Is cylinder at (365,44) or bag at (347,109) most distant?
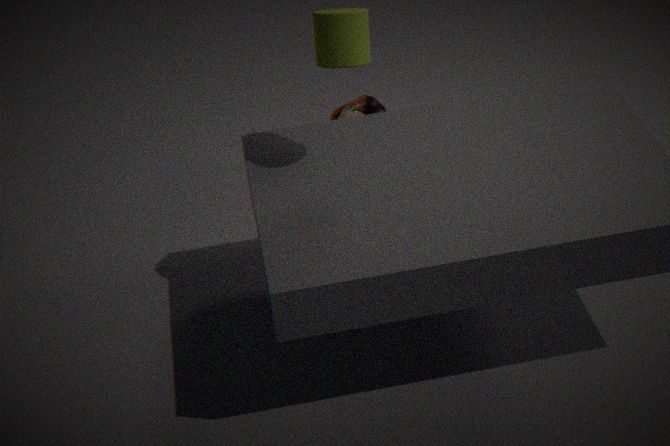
bag at (347,109)
